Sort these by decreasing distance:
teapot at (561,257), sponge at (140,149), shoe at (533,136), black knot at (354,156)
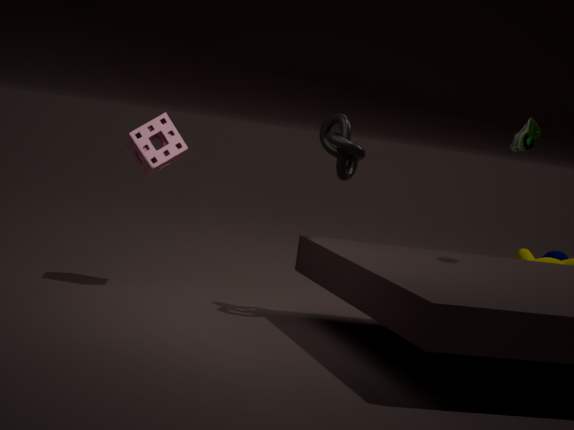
teapot at (561,257), sponge at (140,149), black knot at (354,156), shoe at (533,136)
